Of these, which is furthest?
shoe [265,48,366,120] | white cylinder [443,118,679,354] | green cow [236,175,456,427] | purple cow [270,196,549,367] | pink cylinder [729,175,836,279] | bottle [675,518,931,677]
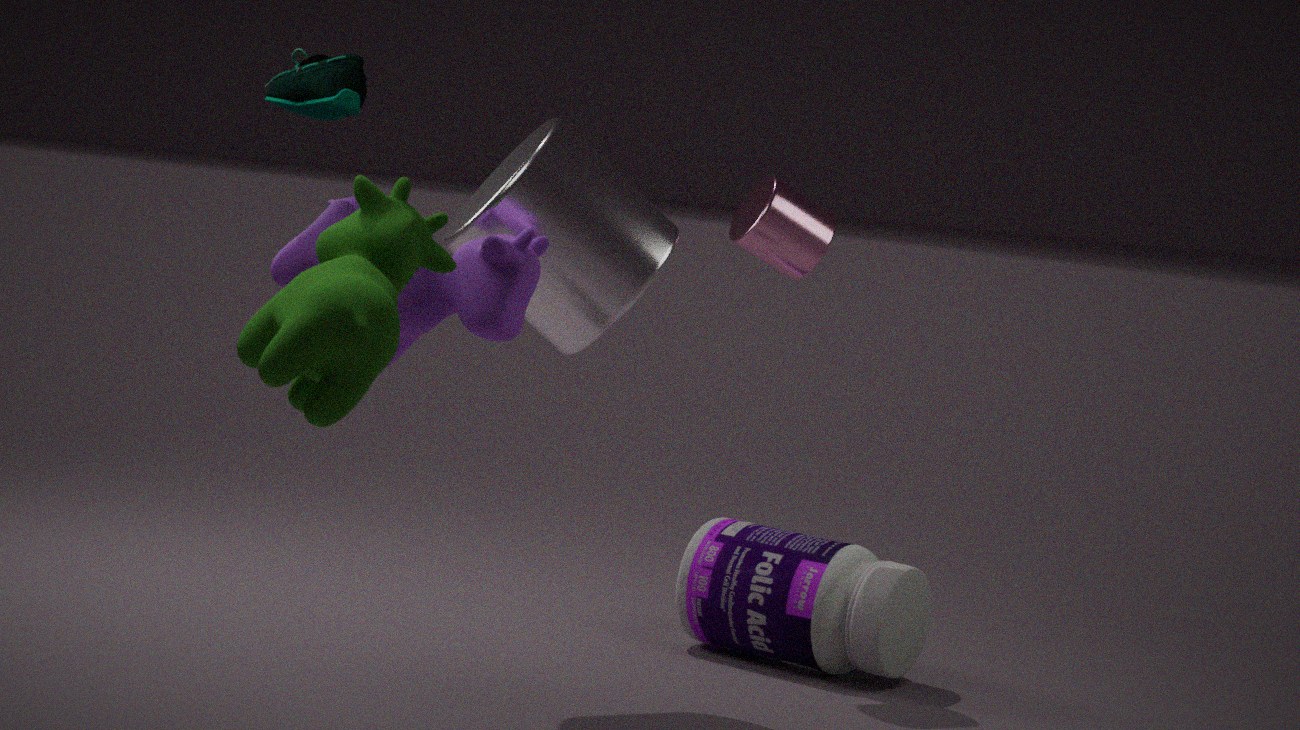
pink cylinder [729,175,836,279]
